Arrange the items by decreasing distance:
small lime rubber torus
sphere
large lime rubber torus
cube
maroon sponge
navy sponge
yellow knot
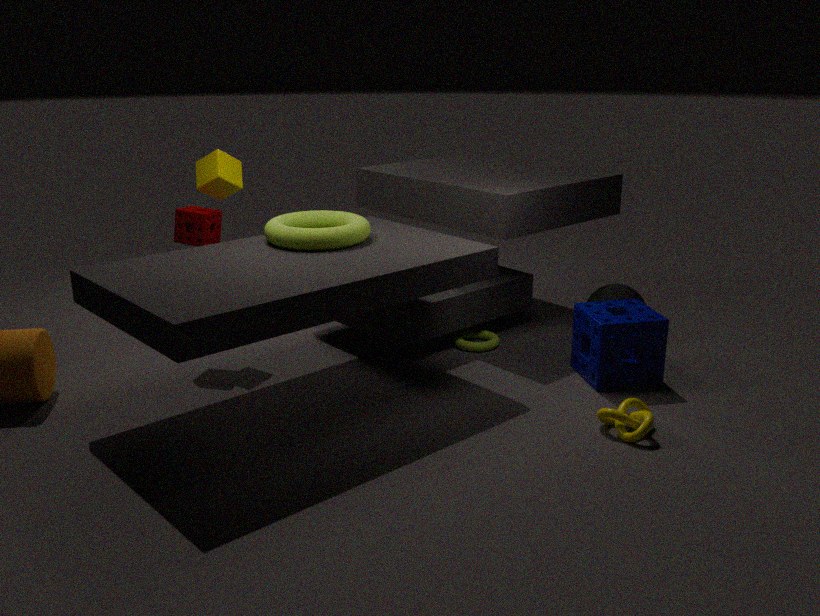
small lime rubber torus < sphere < cube < maroon sponge < navy sponge < large lime rubber torus < yellow knot
